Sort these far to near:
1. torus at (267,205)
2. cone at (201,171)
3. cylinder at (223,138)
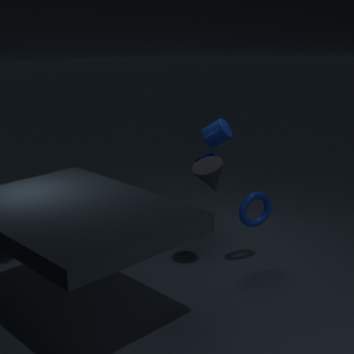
cylinder at (223,138) → torus at (267,205) → cone at (201,171)
